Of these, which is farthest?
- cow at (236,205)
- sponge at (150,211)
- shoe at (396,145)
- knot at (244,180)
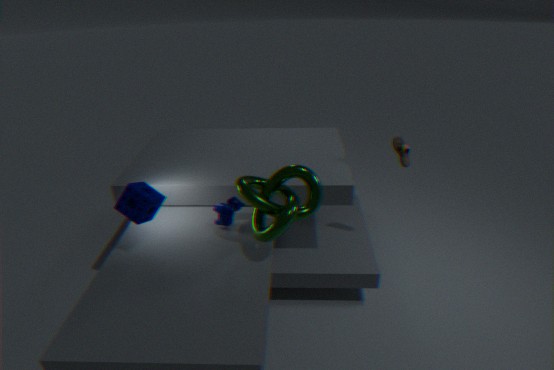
shoe at (396,145)
